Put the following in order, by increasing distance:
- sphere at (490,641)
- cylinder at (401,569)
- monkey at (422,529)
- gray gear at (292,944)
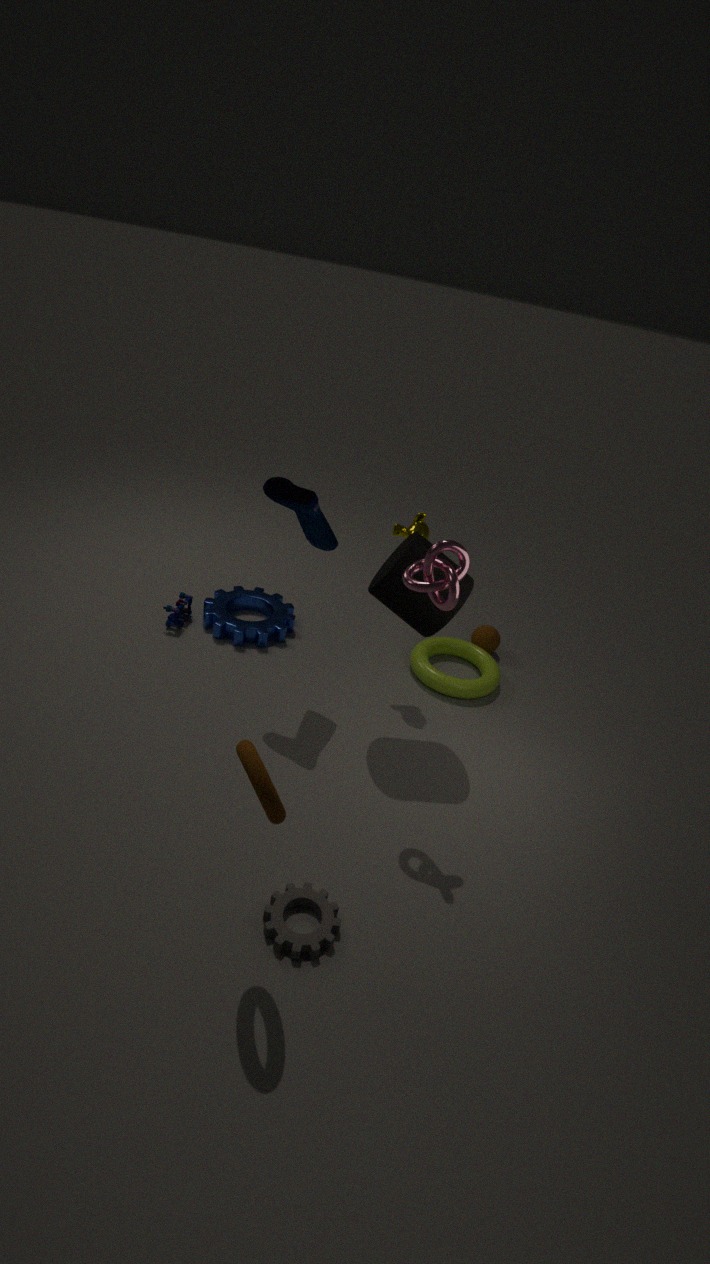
gray gear at (292,944) → cylinder at (401,569) → monkey at (422,529) → sphere at (490,641)
